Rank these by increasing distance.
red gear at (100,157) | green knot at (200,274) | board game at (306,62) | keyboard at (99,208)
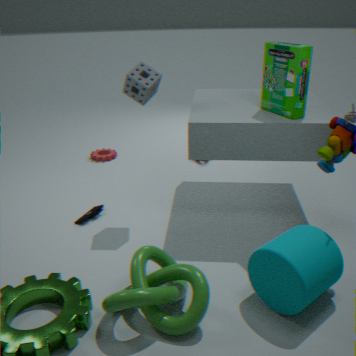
green knot at (200,274)
board game at (306,62)
keyboard at (99,208)
red gear at (100,157)
